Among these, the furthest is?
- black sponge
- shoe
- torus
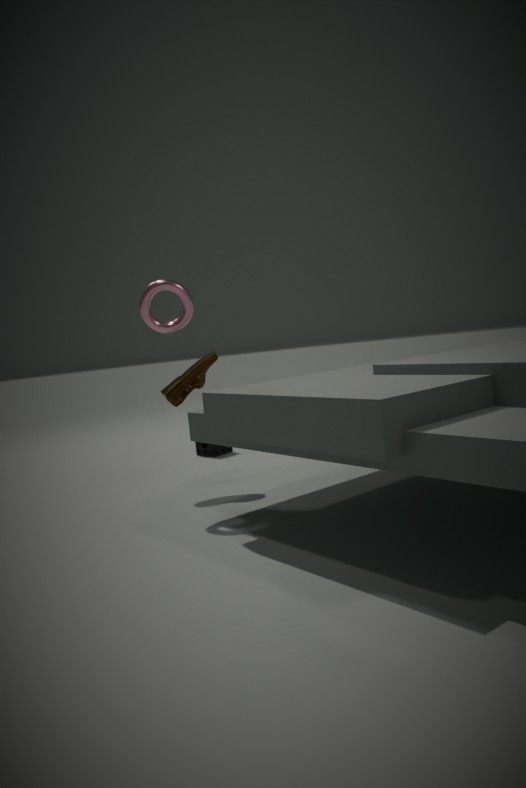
black sponge
